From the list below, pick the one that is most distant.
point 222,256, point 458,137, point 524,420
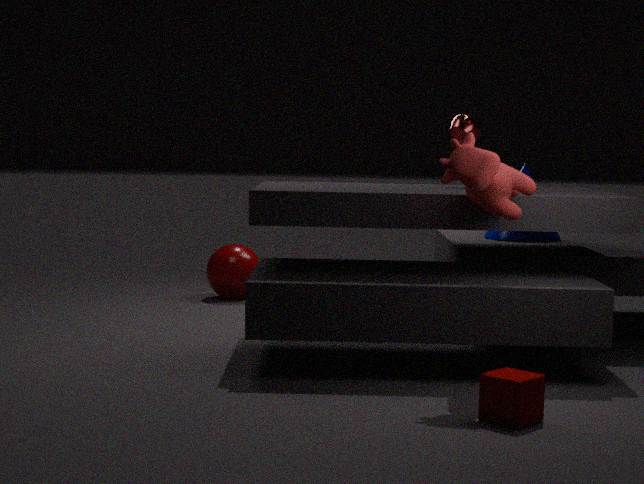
point 222,256
